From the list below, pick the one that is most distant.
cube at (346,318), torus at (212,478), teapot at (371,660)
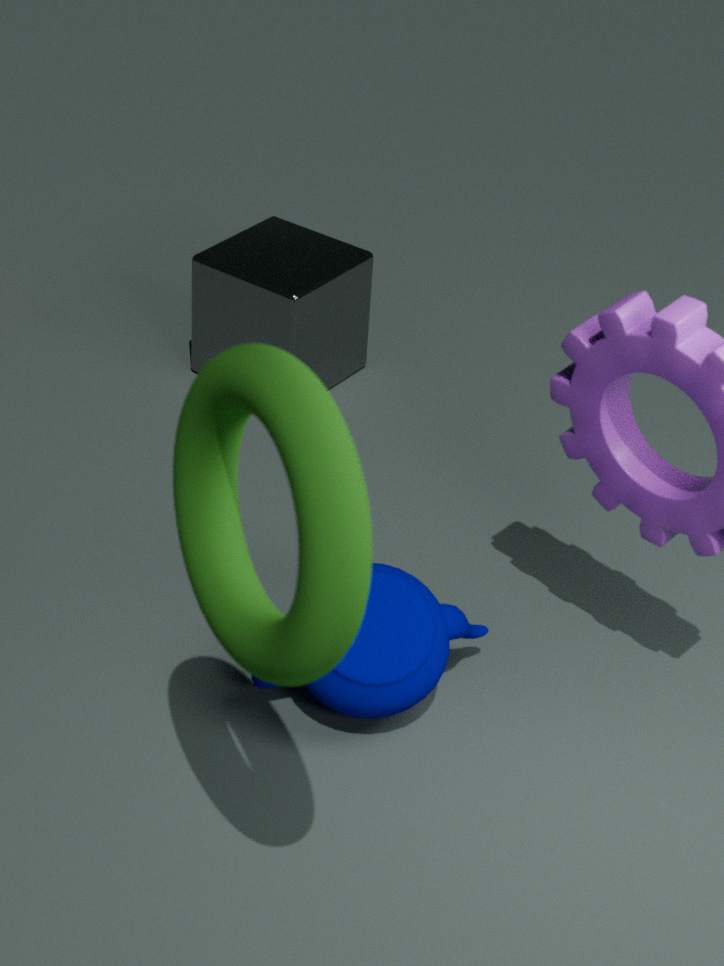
cube at (346,318)
